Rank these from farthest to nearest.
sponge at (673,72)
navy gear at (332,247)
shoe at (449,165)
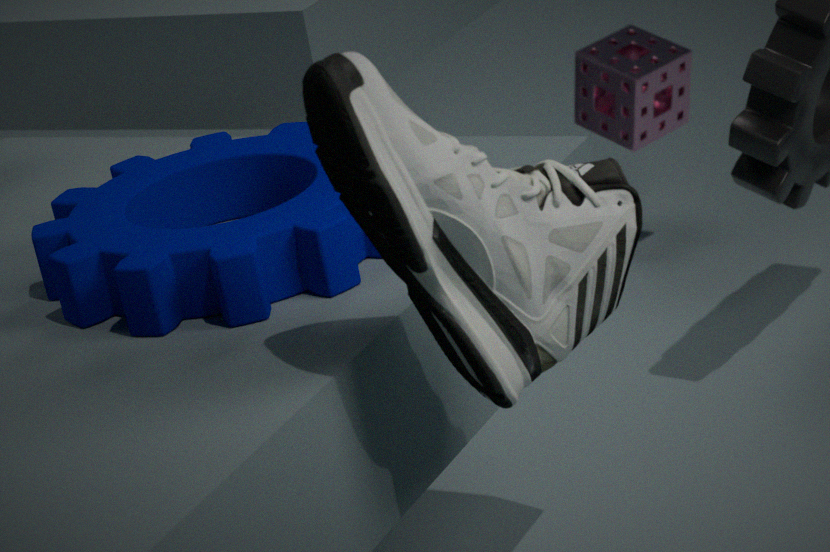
1. sponge at (673,72)
2. navy gear at (332,247)
3. shoe at (449,165)
